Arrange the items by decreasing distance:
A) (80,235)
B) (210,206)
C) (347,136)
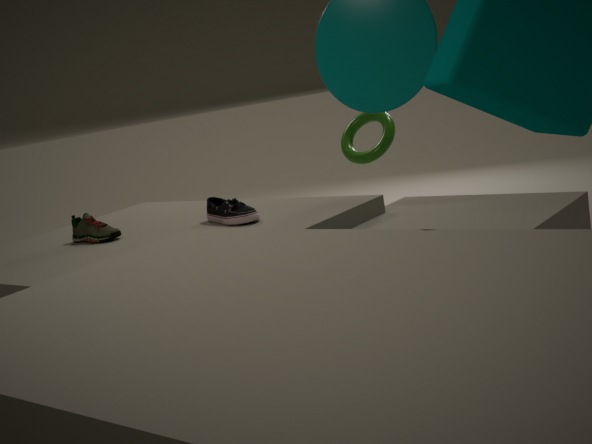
1. (347,136)
2. (80,235)
3. (210,206)
